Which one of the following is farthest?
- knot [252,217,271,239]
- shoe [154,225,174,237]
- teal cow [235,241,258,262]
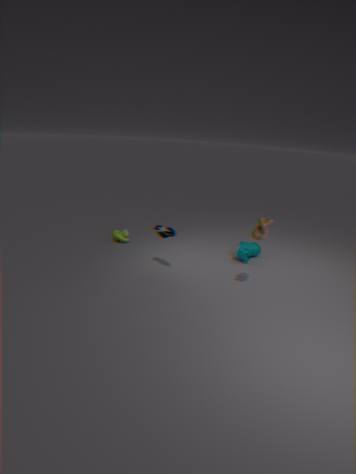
teal cow [235,241,258,262]
